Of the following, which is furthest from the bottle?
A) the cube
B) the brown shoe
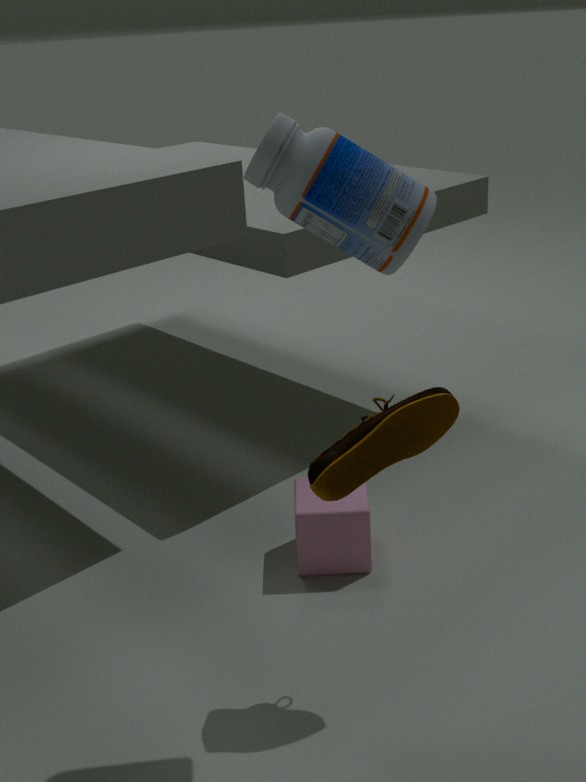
the cube
